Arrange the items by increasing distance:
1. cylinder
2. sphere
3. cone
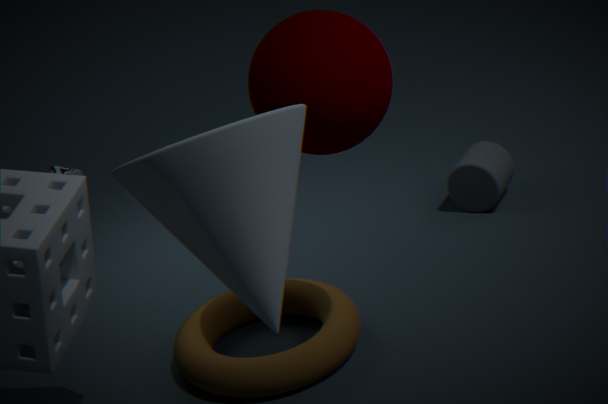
cone, sphere, cylinder
